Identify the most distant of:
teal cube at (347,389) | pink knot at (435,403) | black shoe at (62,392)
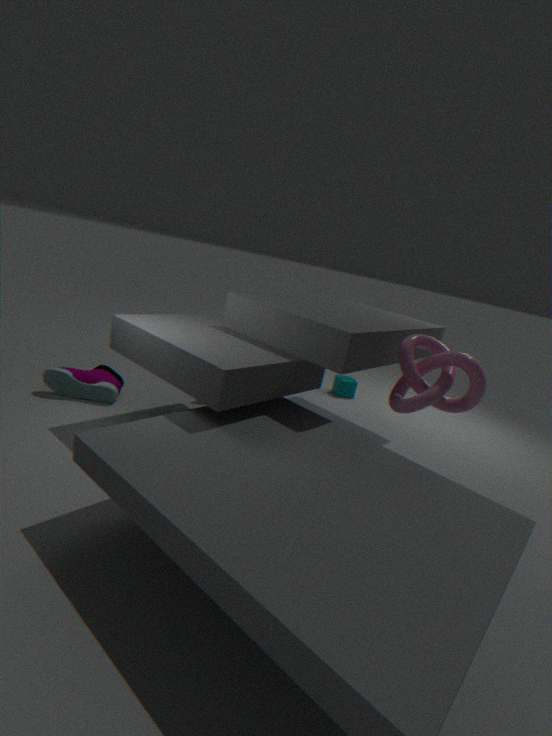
teal cube at (347,389)
